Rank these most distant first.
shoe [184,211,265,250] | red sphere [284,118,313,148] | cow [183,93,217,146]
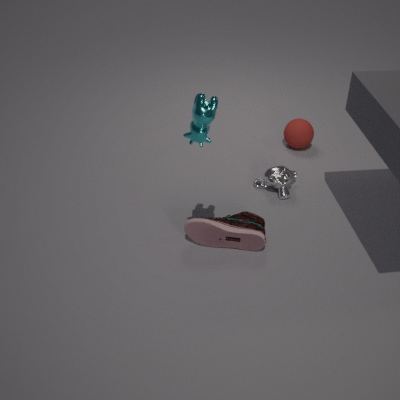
red sphere [284,118,313,148], shoe [184,211,265,250], cow [183,93,217,146]
